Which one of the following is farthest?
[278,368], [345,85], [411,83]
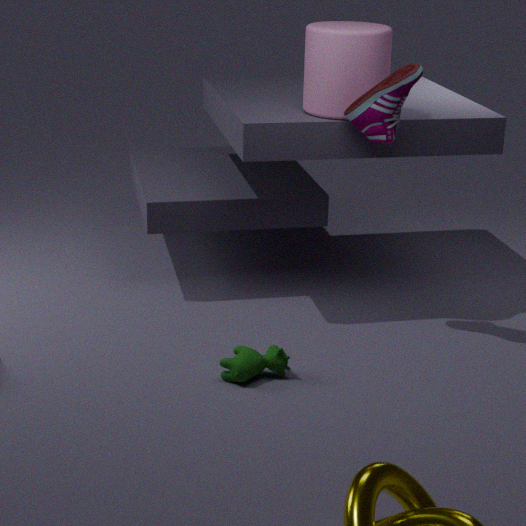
[345,85]
